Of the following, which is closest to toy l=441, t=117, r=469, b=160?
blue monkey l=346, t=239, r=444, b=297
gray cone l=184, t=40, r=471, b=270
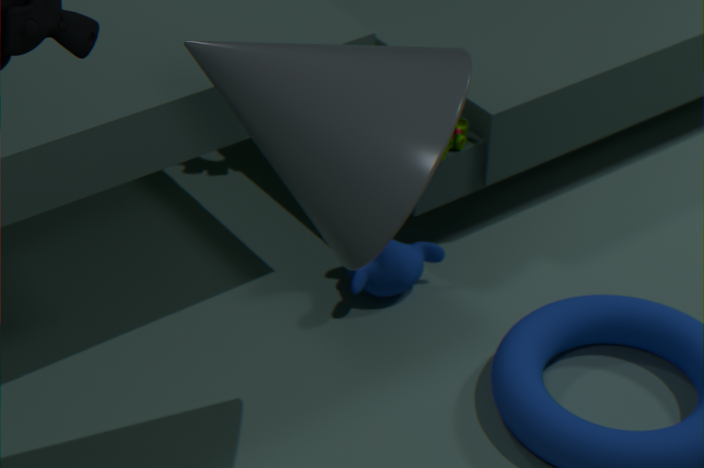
blue monkey l=346, t=239, r=444, b=297
